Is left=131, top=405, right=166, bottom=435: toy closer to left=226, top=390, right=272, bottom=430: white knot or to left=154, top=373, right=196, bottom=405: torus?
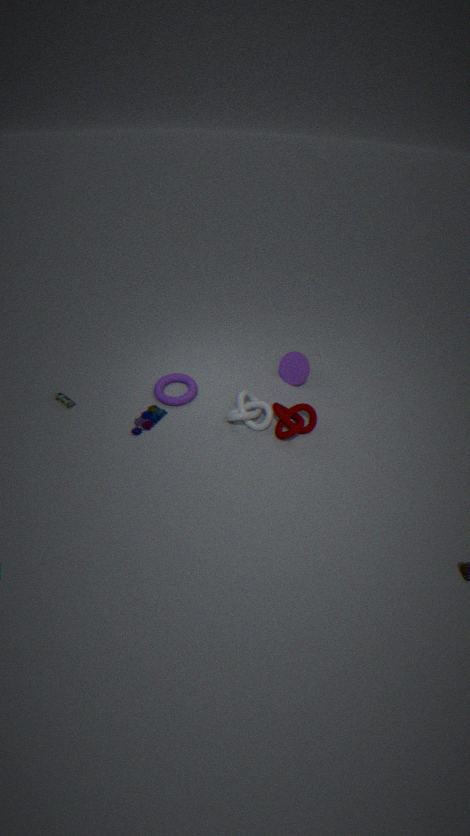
left=154, top=373, right=196, bottom=405: torus
